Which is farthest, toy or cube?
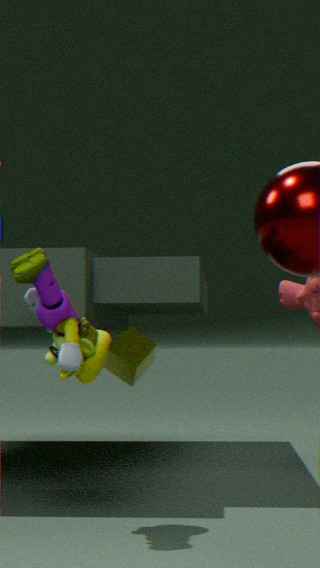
cube
